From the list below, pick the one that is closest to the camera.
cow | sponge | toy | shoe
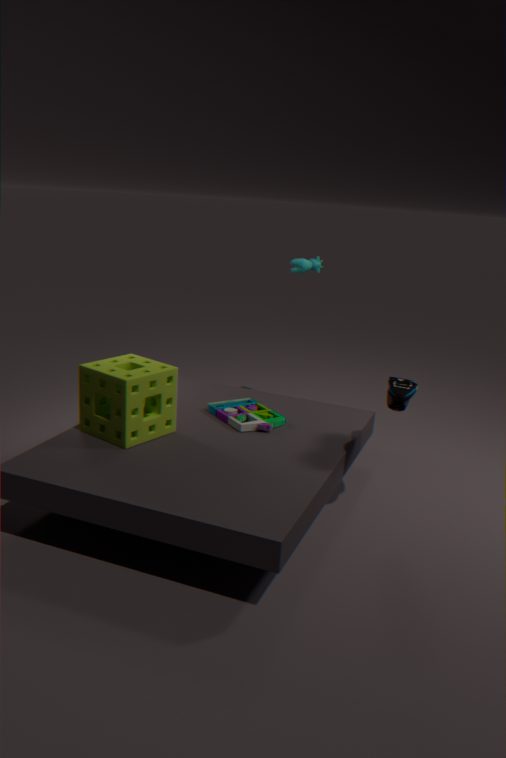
shoe
